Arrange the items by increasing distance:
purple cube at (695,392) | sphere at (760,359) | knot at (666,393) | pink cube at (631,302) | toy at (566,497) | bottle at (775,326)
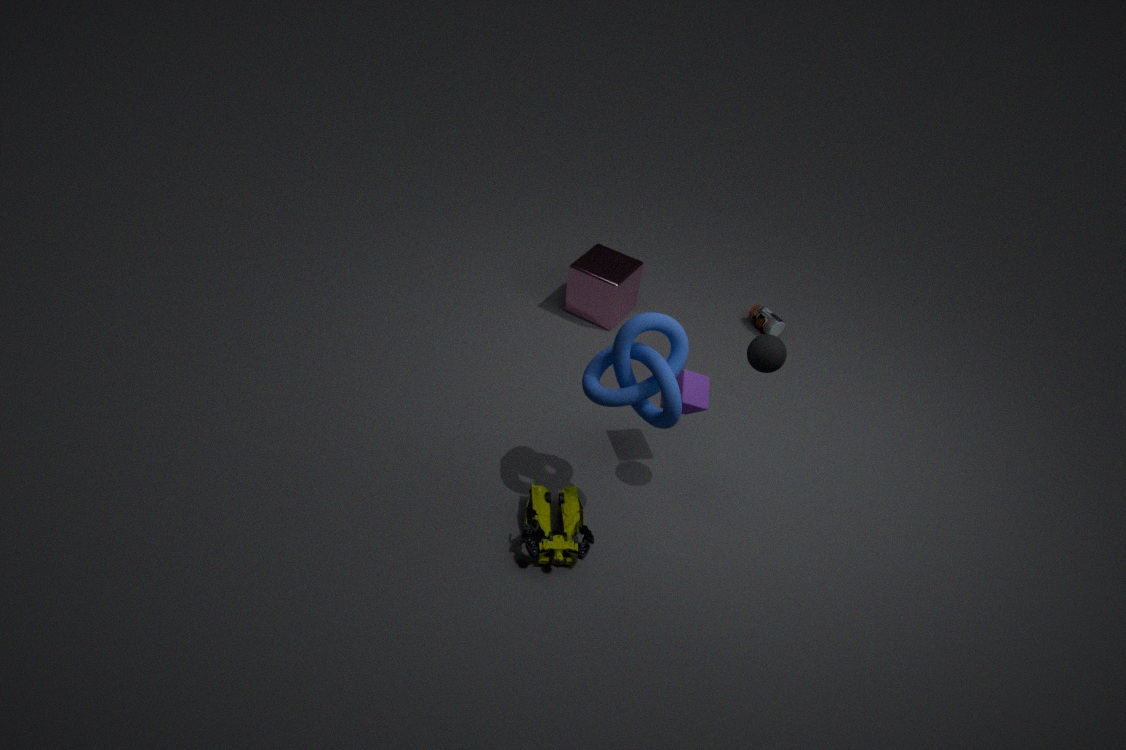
knot at (666,393) < sphere at (760,359) < toy at (566,497) < purple cube at (695,392) < pink cube at (631,302) < bottle at (775,326)
